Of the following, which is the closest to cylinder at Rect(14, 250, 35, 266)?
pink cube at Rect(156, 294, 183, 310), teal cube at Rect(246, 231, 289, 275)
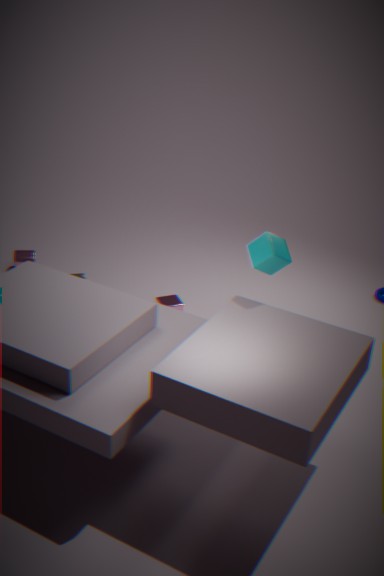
pink cube at Rect(156, 294, 183, 310)
